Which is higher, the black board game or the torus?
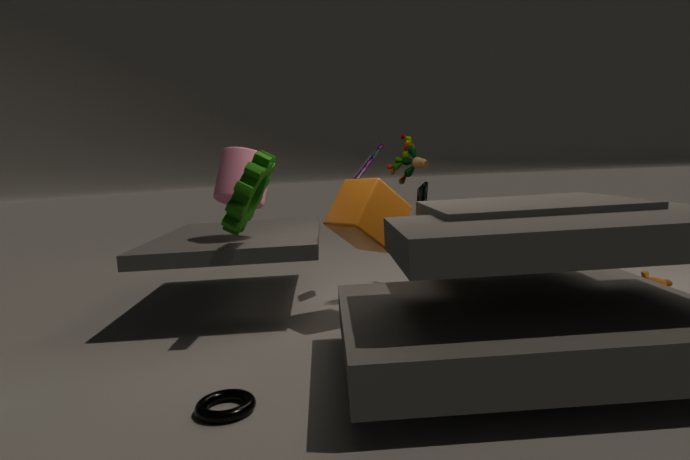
the black board game
